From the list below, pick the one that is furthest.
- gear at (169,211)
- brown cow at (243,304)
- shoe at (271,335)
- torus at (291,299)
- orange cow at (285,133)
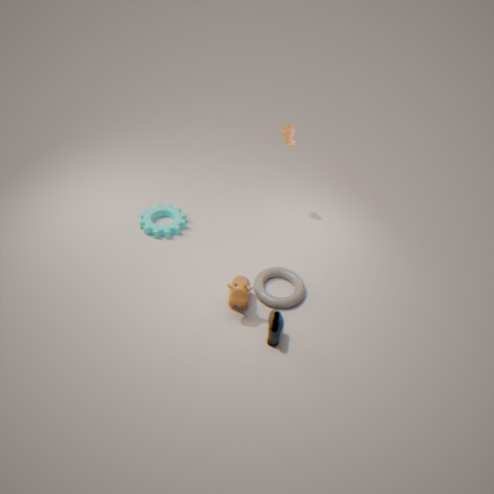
gear at (169,211)
